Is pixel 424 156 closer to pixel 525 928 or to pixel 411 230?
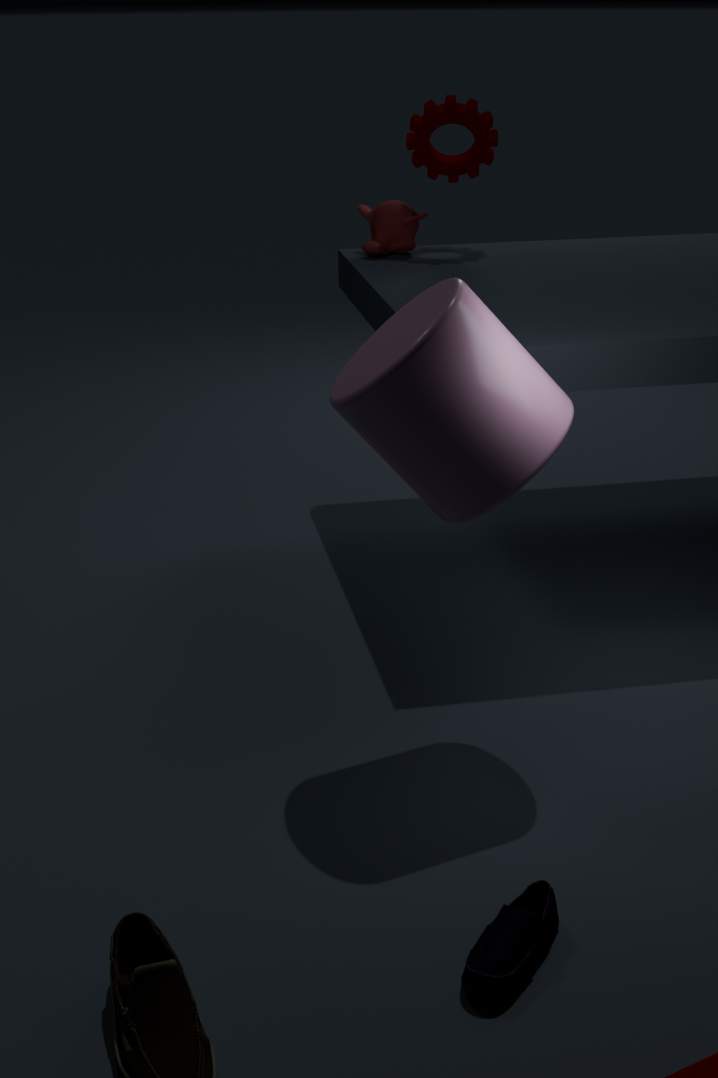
pixel 411 230
